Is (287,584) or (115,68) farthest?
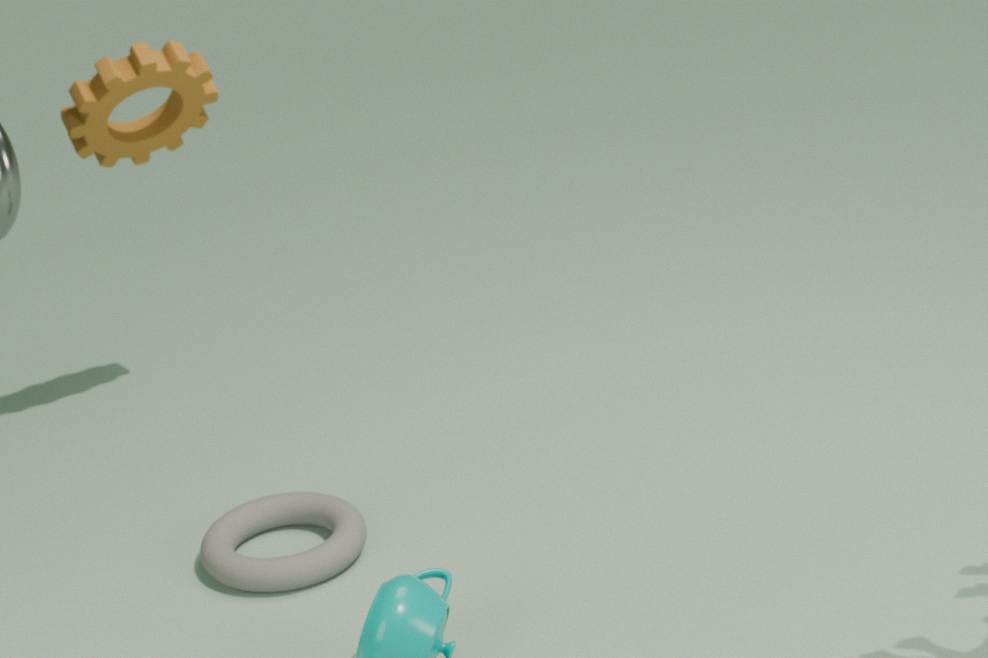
(115,68)
